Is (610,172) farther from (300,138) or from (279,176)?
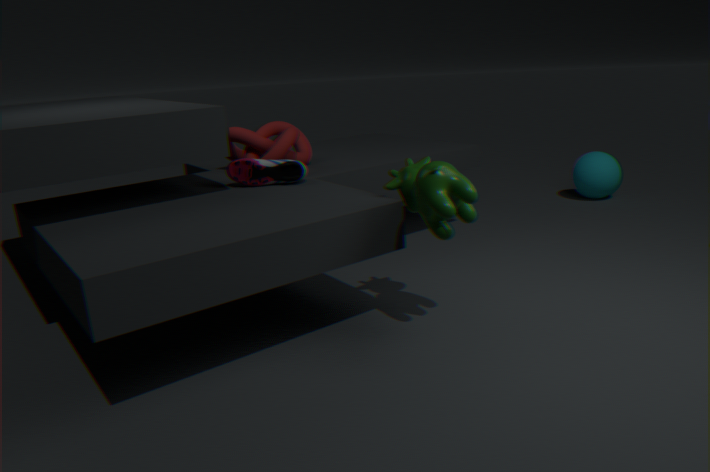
(279,176)
